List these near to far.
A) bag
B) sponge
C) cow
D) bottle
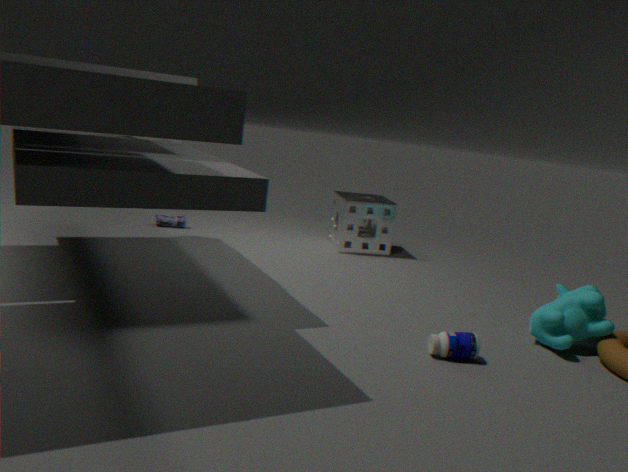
1. bottle
2. cow
3. sponge
4. bag
